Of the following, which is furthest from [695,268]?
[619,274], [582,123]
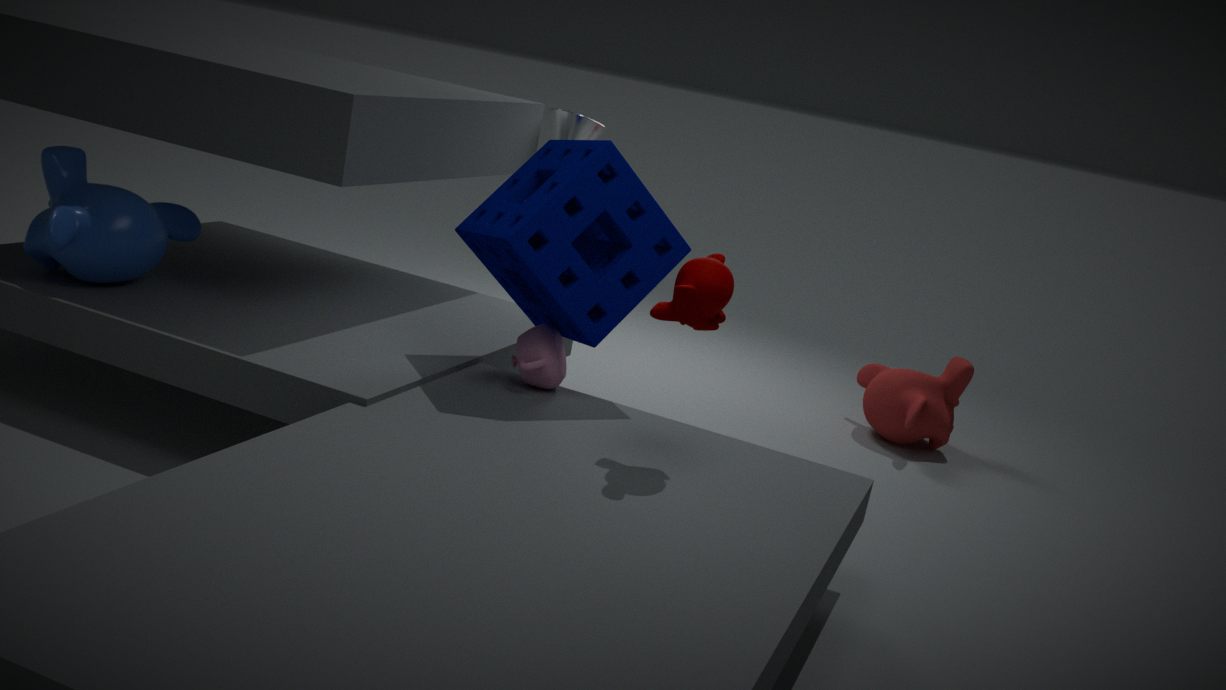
[582,123]
